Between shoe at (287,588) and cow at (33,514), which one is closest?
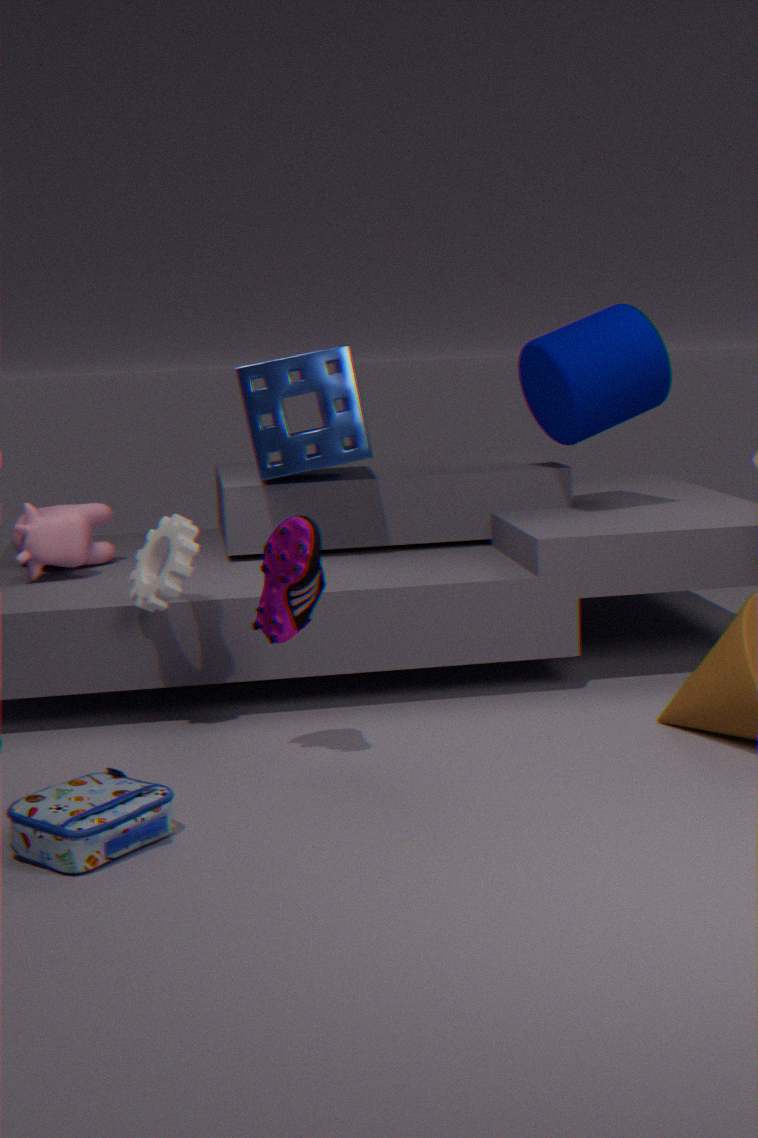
shoe at (287,588)
